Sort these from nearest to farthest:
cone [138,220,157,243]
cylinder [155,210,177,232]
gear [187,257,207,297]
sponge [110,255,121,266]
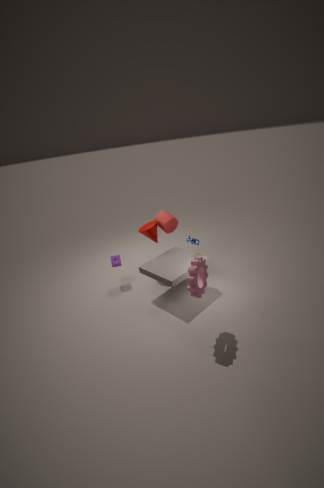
1. gear [187,257,207,297]
2. sponge [110,255,121,266]
3. cone [138,220,157,243]
4. cylinder [155,210,177,232]
